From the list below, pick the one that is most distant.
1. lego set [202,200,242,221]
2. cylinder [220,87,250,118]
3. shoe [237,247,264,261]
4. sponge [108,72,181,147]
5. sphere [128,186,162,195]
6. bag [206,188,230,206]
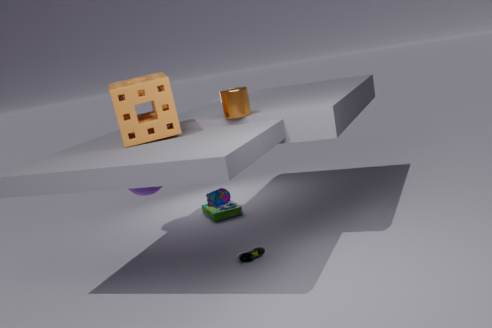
lego set [202,200,242,221]
